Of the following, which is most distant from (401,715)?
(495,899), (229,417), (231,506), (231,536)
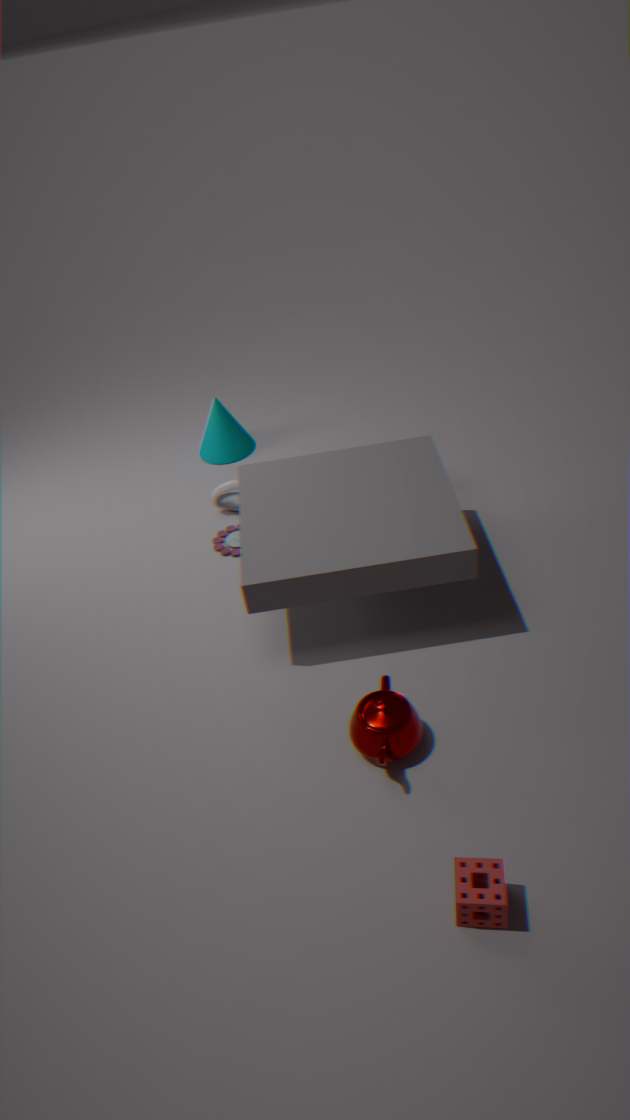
(229,417)
